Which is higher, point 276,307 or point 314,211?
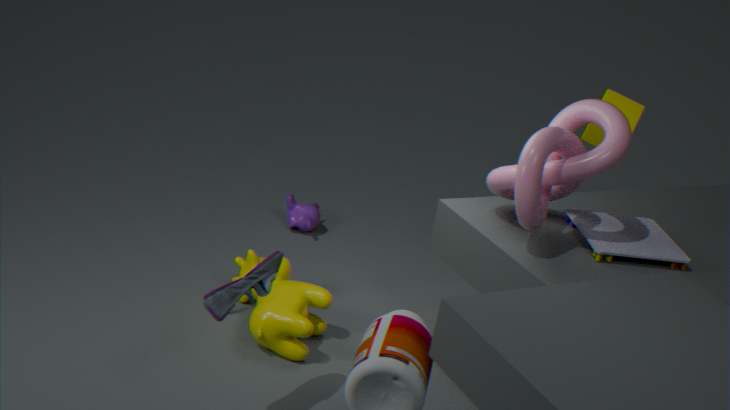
point 276,307
